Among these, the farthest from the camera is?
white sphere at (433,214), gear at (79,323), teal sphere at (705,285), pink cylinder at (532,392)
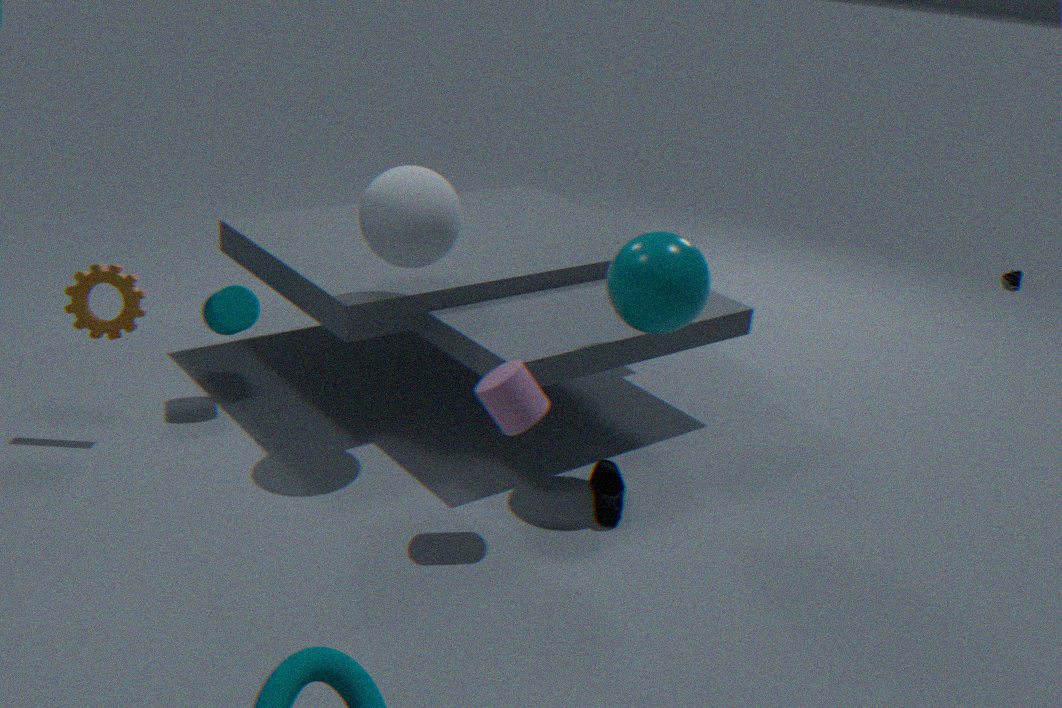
gear at (79,323)
